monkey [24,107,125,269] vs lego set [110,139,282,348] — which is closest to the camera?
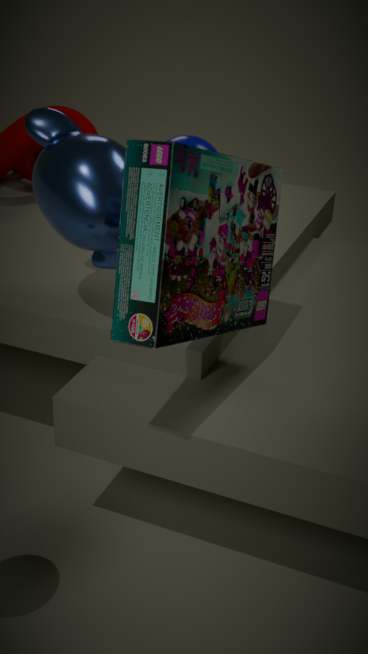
lego set [110,139,282,348]
